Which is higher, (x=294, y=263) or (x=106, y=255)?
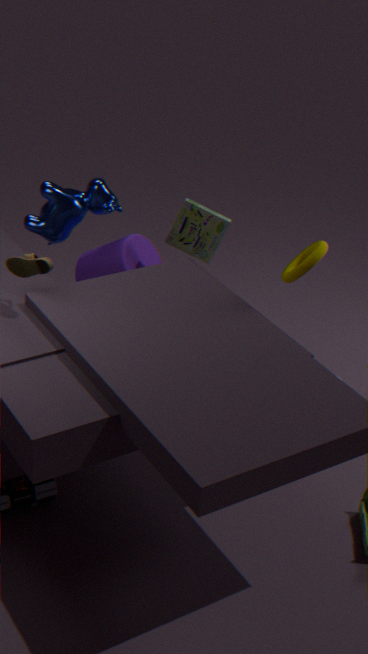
(x=294, y=263)
